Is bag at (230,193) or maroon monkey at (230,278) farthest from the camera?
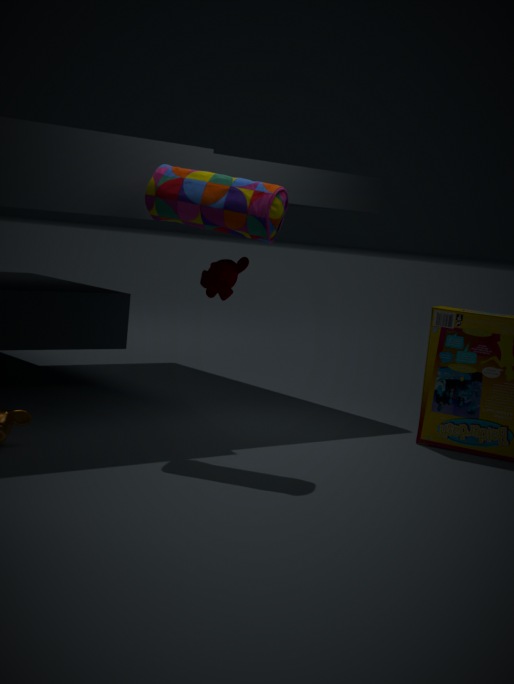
maroon monkey at (230,278)
